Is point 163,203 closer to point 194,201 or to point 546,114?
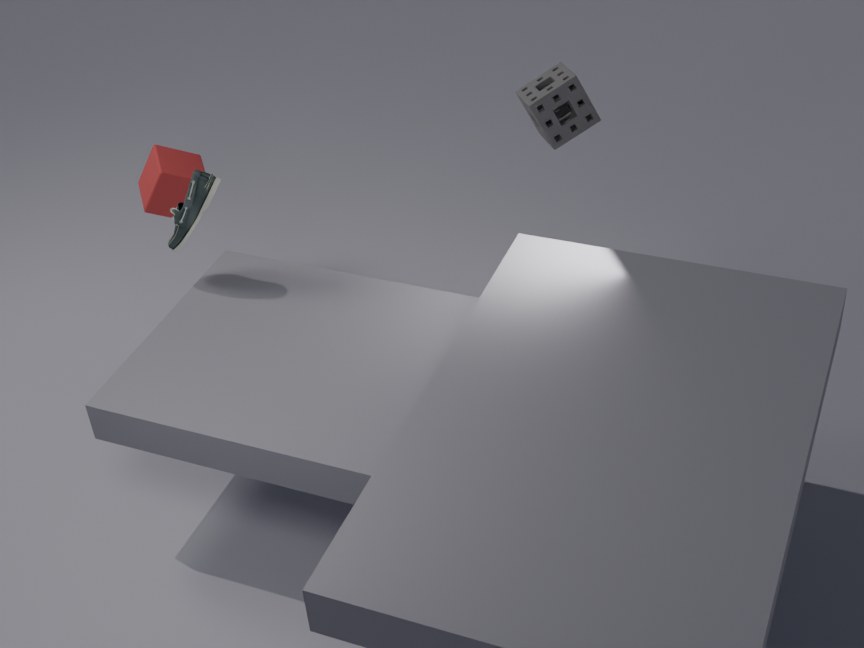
point 194,201
